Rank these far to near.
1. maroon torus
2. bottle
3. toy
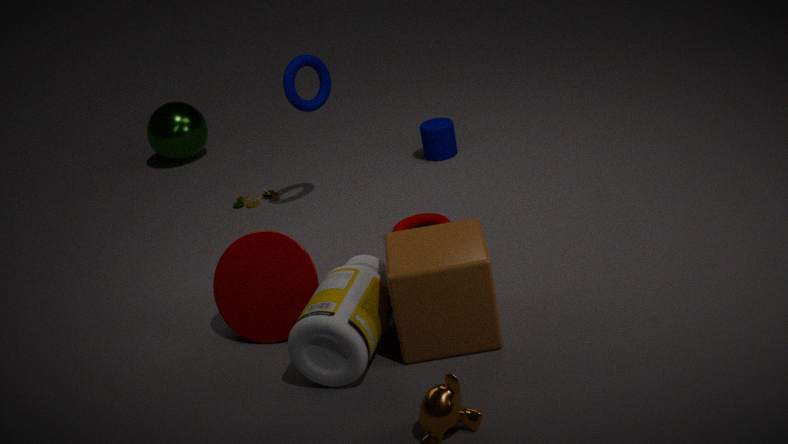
toy
maroon torus
bottle
